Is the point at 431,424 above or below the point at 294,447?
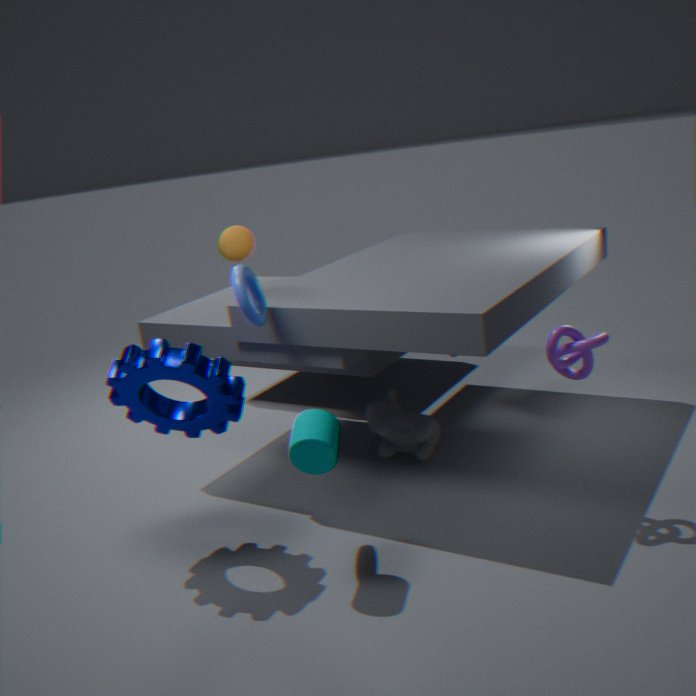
below
